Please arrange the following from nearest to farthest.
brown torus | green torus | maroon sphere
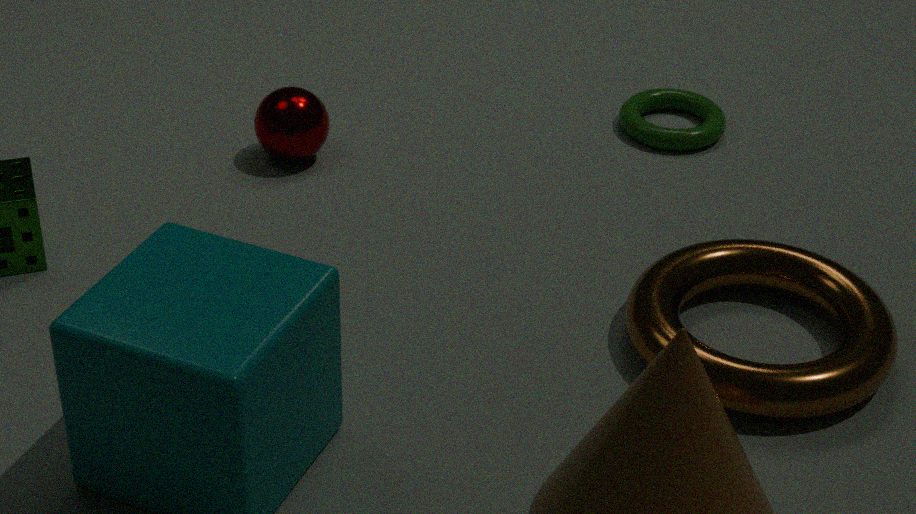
1. brown torus
2. maroon sphere
3. green torus
